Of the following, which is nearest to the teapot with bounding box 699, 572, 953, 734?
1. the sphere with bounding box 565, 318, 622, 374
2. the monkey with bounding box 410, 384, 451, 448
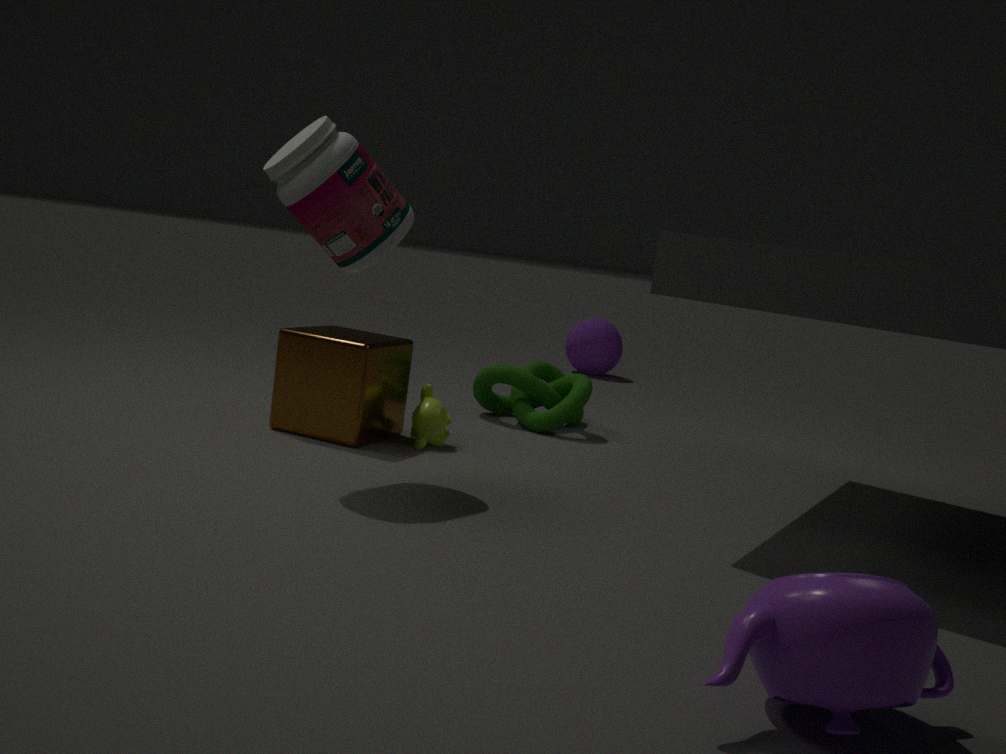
the monkey with bounding box 410, 384, 451, 448
